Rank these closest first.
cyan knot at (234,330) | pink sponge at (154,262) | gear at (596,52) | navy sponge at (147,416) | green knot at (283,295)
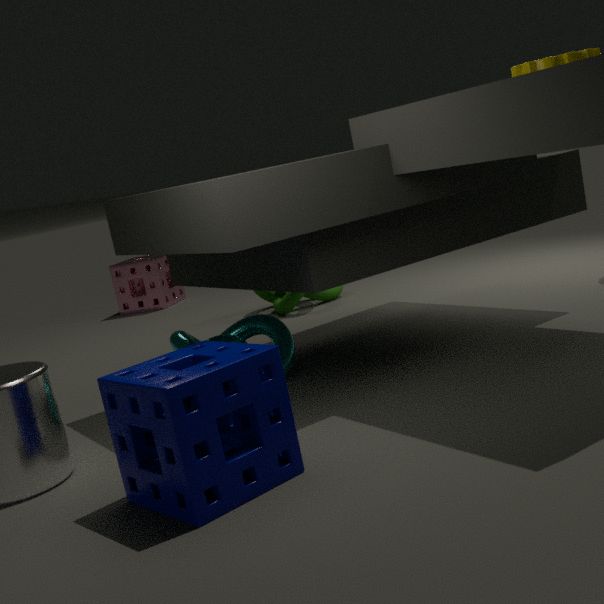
1. navy sponge at (147,416)
2. gear at (596,52)
3. cyan knot at (234,330)
4. green knot at (283,295)
5. pink sponge at (154,262)
